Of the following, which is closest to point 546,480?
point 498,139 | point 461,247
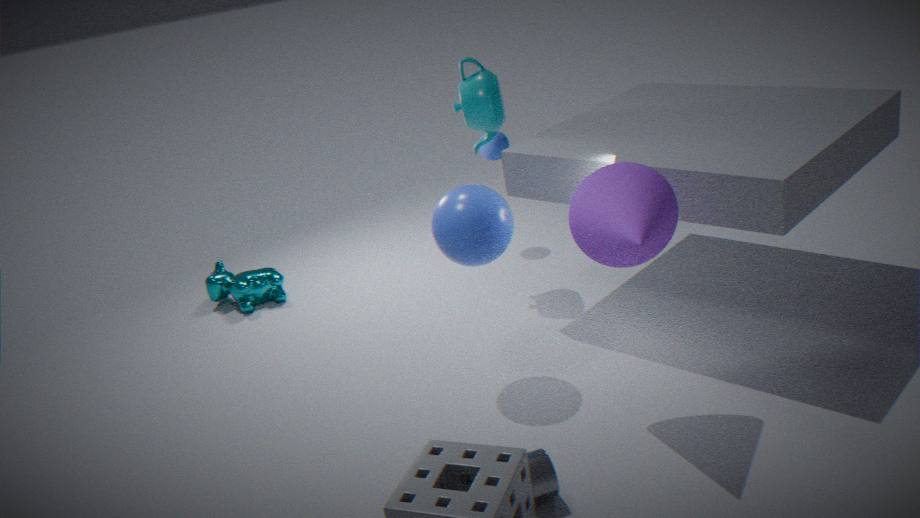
point 461,247
